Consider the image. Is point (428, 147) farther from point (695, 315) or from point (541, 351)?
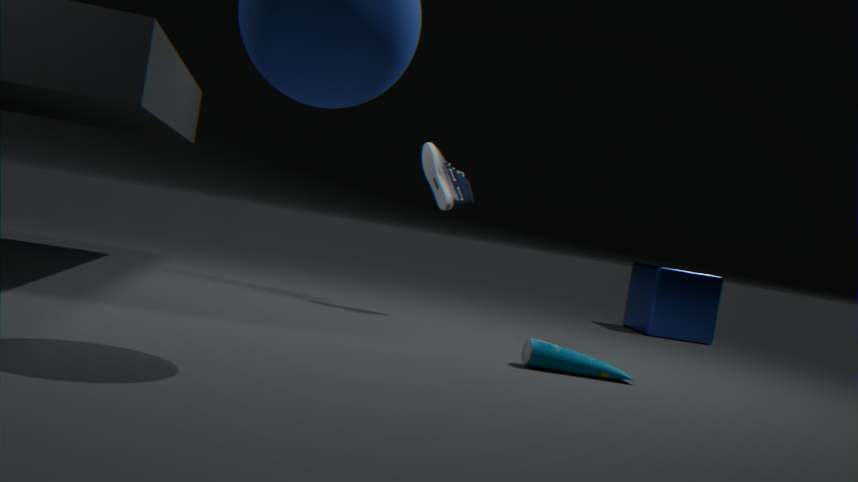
point (695, 315)
